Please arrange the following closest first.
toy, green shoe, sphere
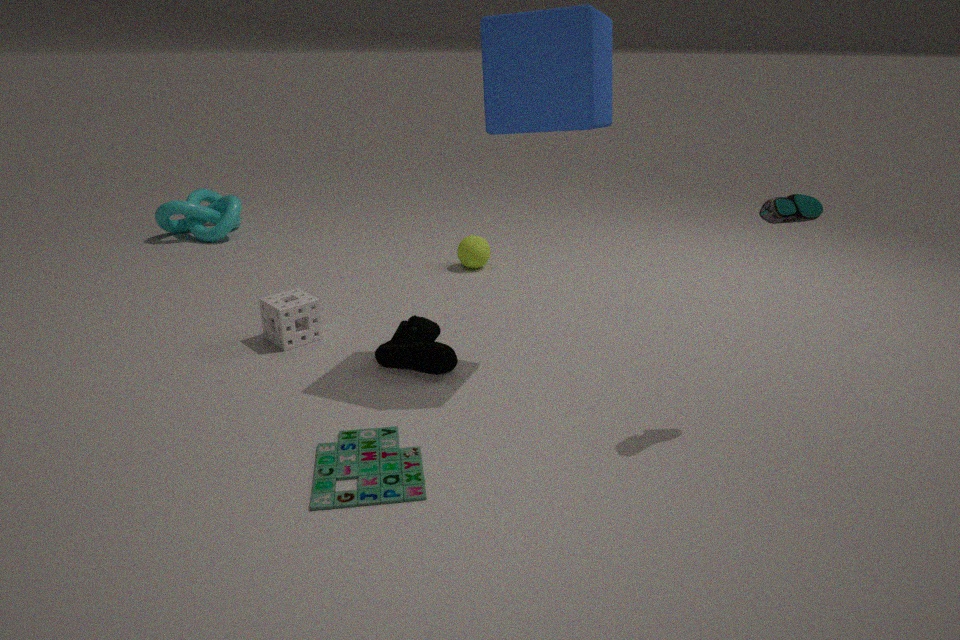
toy, green shoe, sphere
